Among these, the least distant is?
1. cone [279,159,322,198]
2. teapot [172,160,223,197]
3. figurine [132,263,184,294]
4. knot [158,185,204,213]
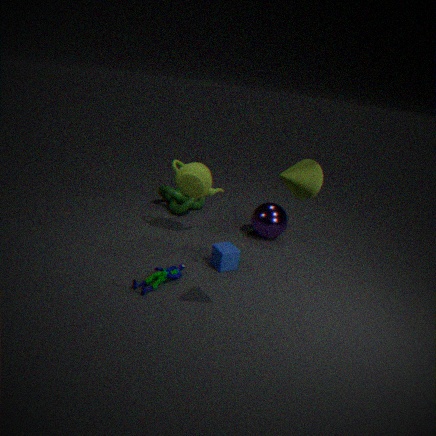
cone [279,159,322,198]
